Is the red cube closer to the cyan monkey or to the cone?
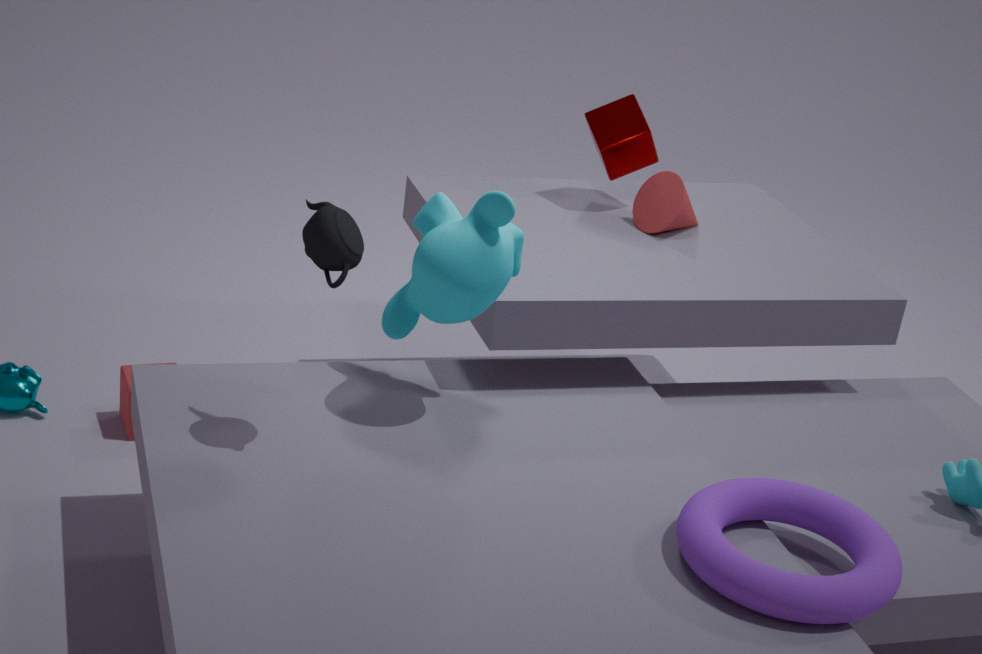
the cyan monkey
